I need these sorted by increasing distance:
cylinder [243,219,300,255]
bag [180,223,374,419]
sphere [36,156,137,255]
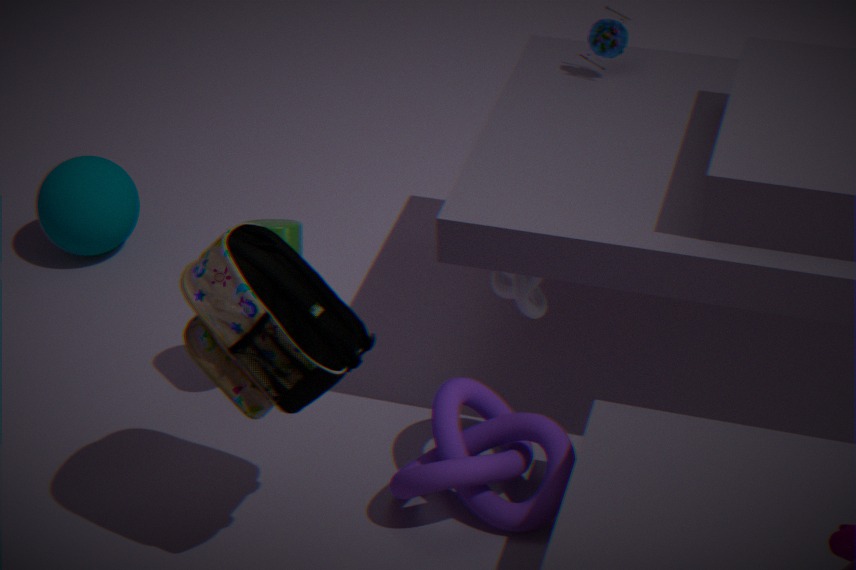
bag [180,223,374,419] → cylinder [243,219,300,255] → sphere [36,156,137,255]
